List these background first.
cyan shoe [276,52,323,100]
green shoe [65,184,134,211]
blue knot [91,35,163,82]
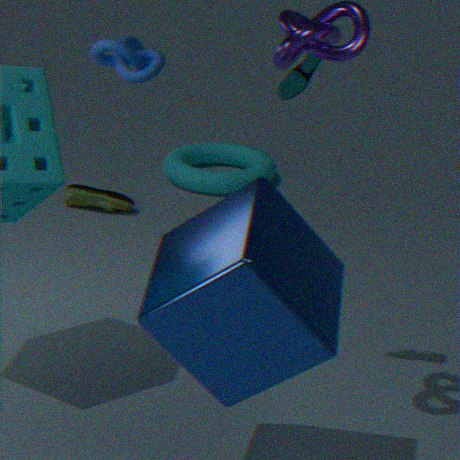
green shoe [65,184,134,211], blue knot [91,35,163,82], cyan shoe [276,52,323,100]
